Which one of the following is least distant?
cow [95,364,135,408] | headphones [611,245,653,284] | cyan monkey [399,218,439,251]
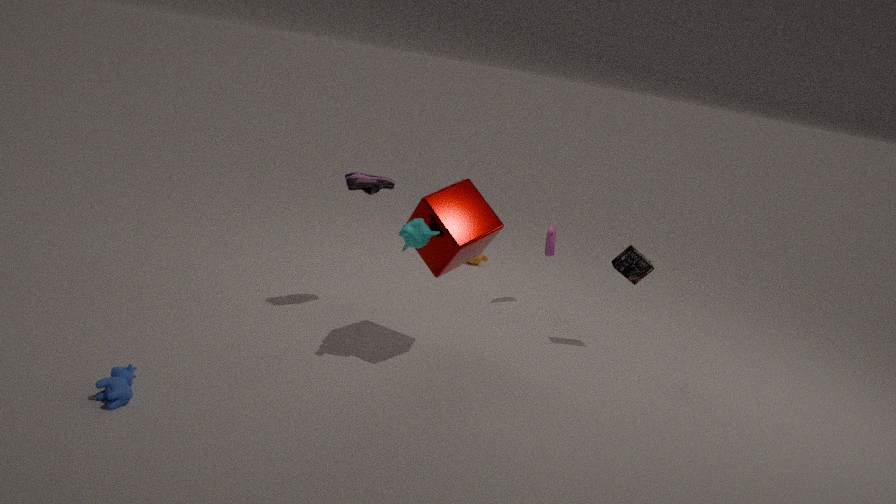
cow [95,364,135,408]
